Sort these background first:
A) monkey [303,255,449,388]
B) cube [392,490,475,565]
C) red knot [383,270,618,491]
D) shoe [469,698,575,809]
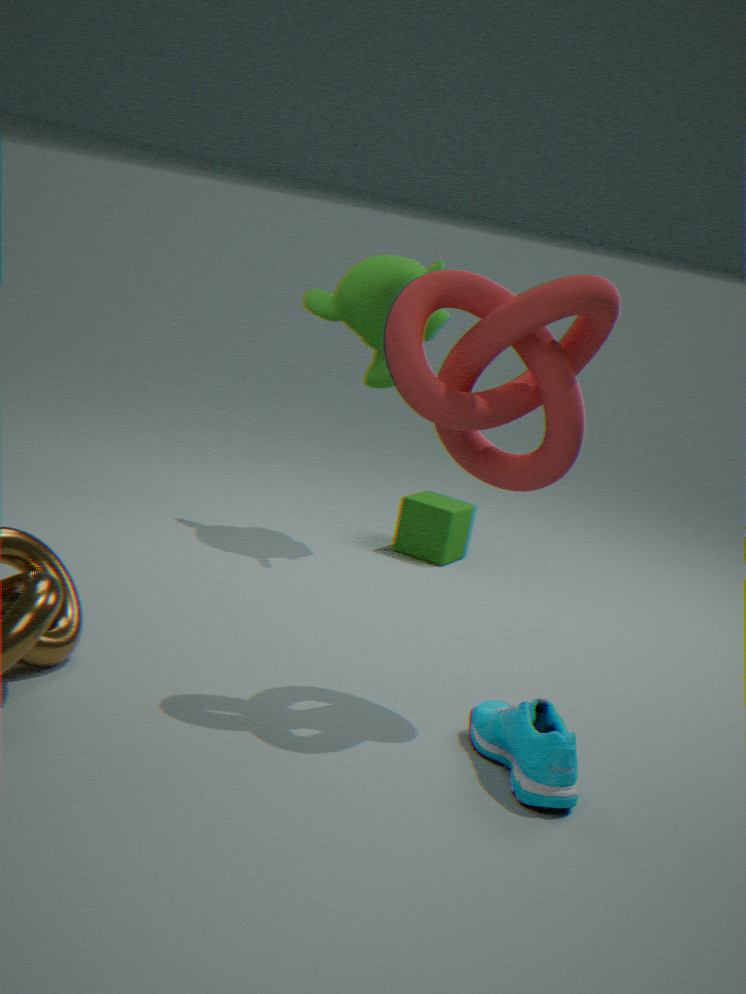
cube [392,490,475,565] < monkey [303,255,449,388] < red knot [383,270,618,491] < shoe [469,698,575,809]
